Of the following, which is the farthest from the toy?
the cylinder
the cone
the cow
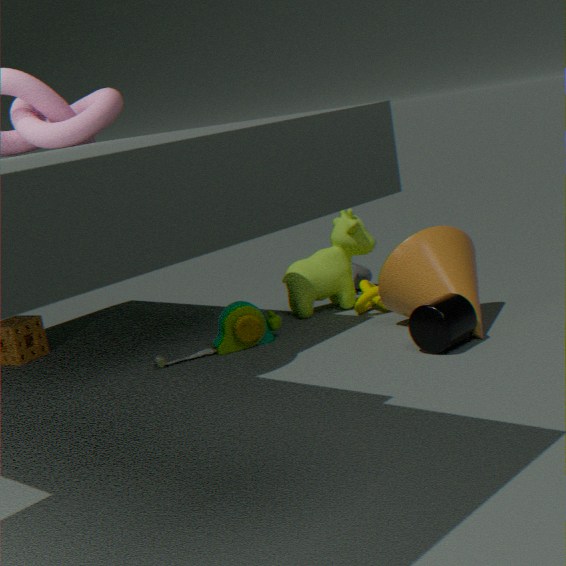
the cylinder
